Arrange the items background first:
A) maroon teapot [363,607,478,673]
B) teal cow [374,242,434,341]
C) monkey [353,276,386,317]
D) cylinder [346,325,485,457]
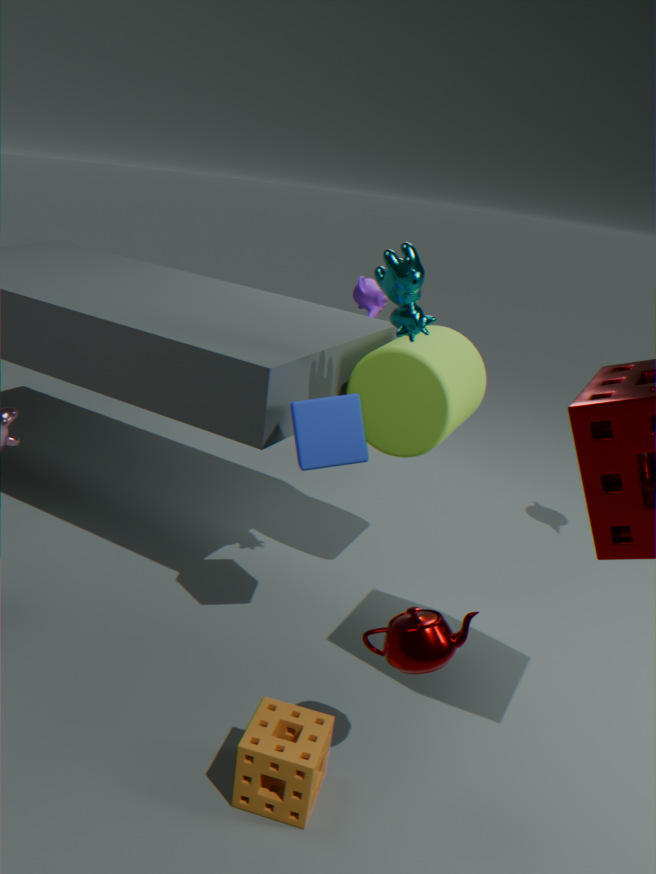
1. monkey [353,276,386,317]
2. cylinder [346,325,485,457]
3. teal cow [374,242,434,341]
4. maroon teapot [363,607,478,673]
